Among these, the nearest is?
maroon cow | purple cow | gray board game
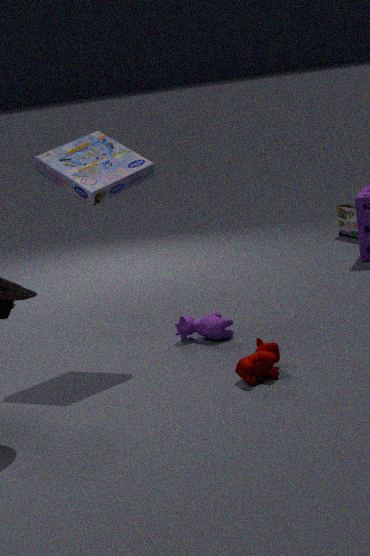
maroon cow
